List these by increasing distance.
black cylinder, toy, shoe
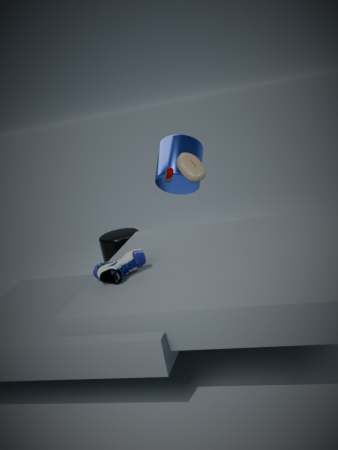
shoe → toy → black cylinder
